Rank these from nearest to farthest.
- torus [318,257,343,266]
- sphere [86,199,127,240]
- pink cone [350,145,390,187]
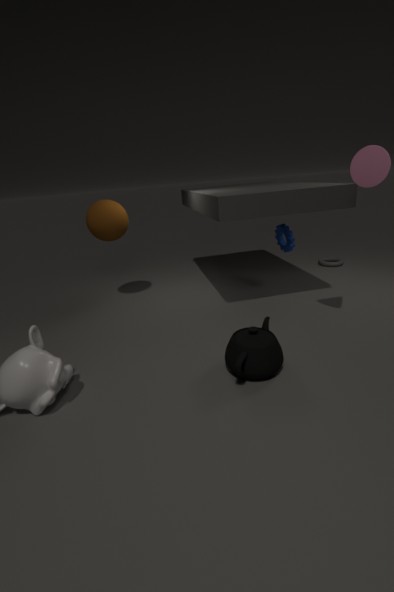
pink cone [350,145,390,187] → sphere [86,199,127,240] → torus [318,257,343,266]
